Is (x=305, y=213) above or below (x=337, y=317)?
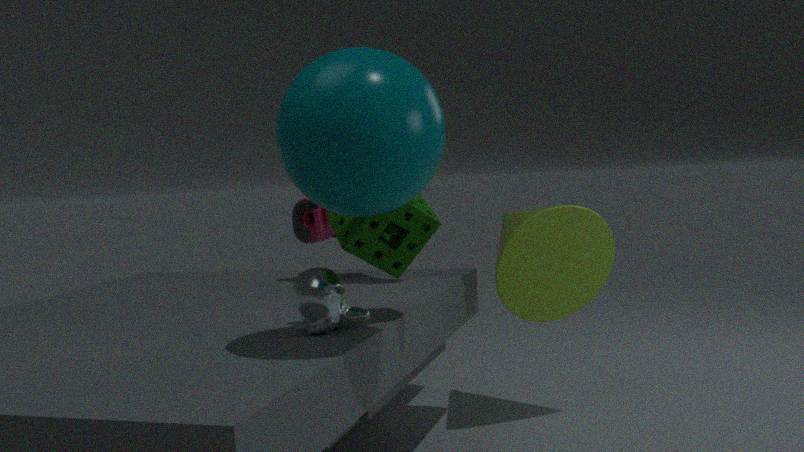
above
